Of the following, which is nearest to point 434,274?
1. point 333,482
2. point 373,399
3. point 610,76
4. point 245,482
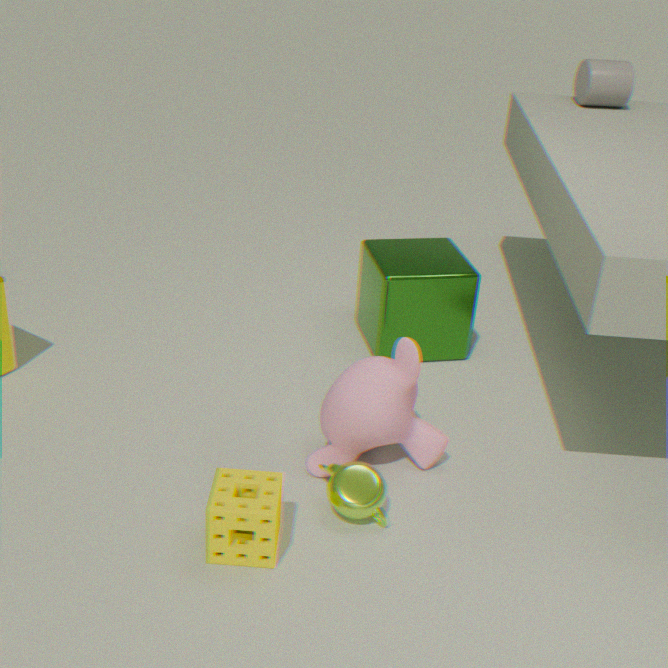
point 373,399
